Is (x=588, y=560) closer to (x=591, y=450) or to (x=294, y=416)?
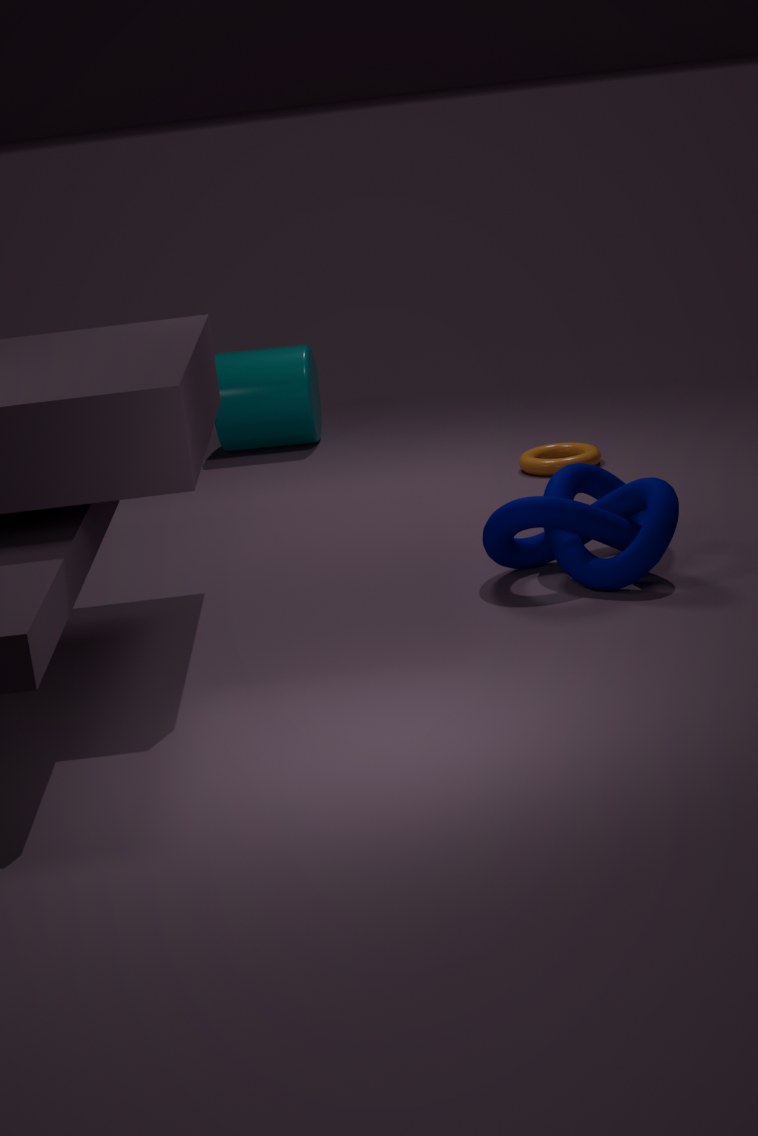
(x=591, y=450)
